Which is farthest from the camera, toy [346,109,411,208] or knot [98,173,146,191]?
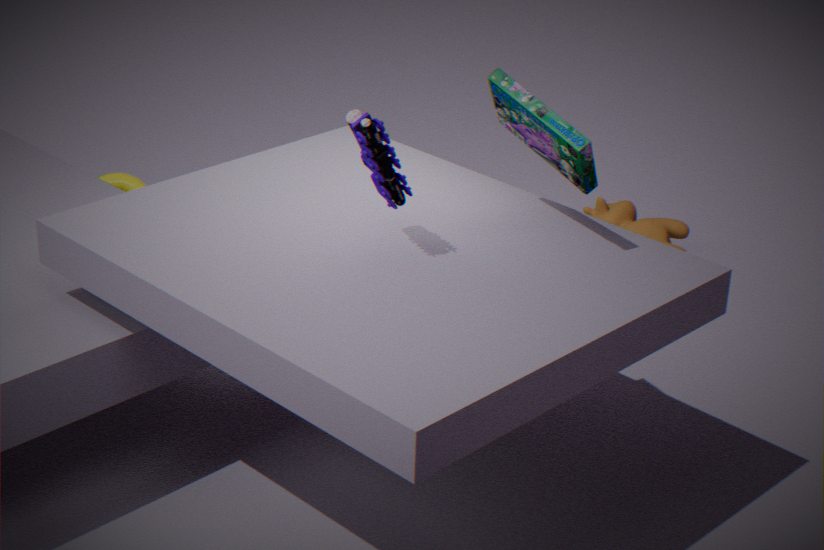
knot [98,173,146,191]
